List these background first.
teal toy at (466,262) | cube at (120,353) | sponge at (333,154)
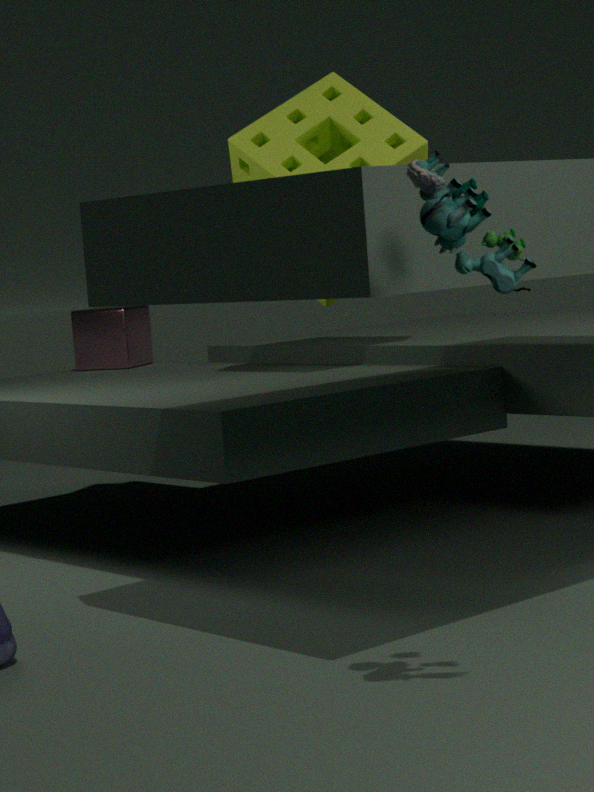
cube at (120,353) < sponge at (333,154) < teal toy at (466,262)
